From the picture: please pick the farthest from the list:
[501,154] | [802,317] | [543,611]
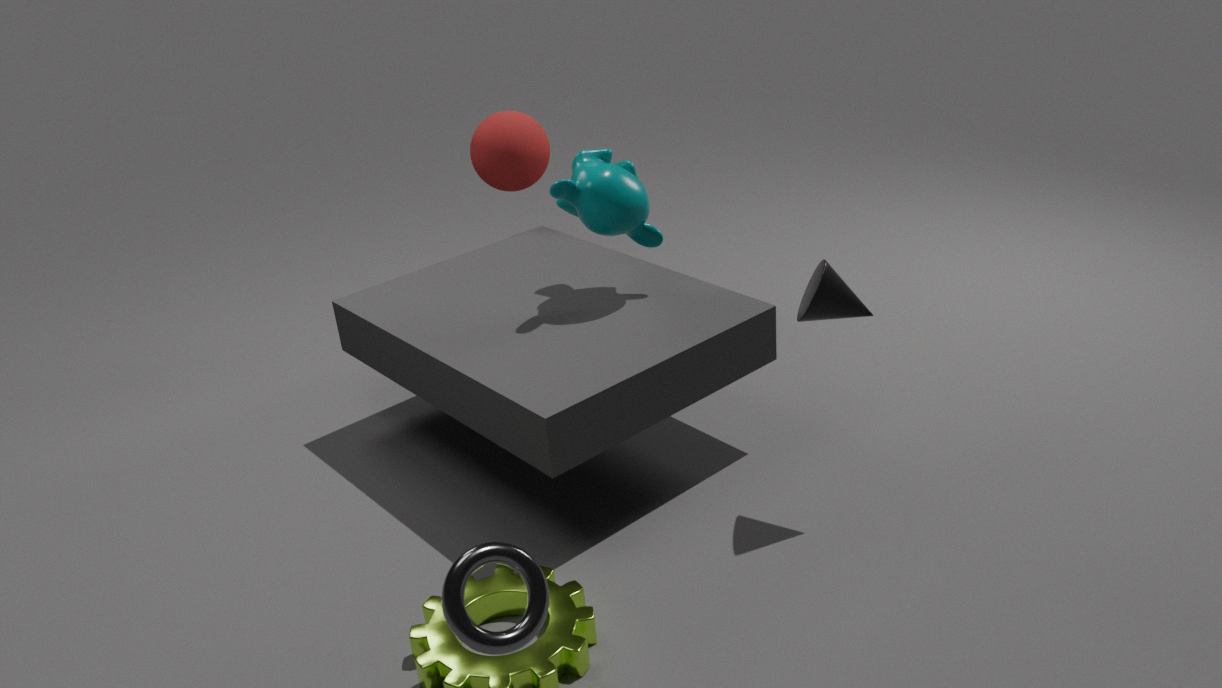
[501,154]
